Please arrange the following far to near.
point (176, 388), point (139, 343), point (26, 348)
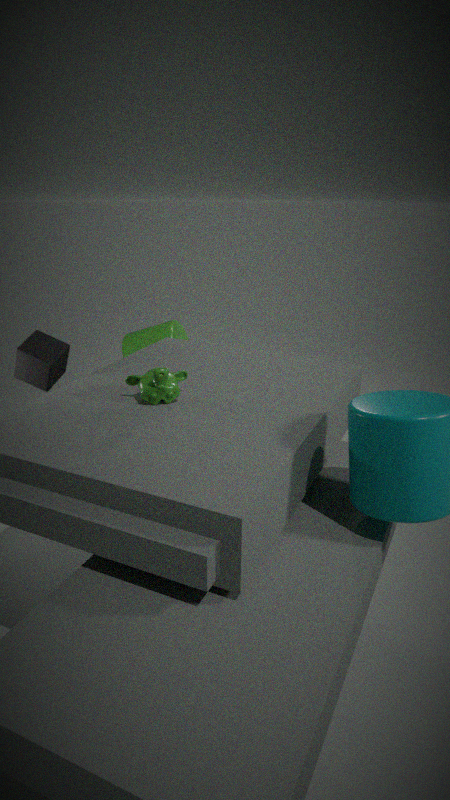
point (139, 343) → point (26, 348) → point (176, 388)
